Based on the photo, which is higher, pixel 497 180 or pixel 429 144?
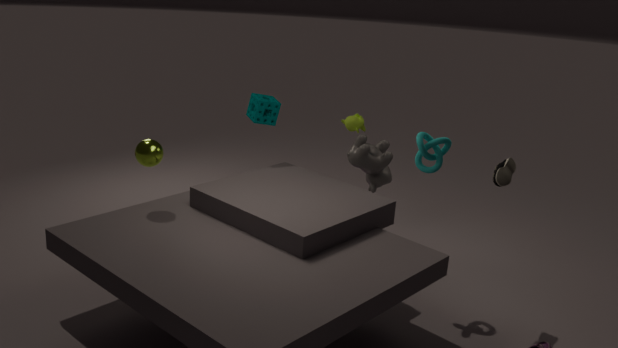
pixel 429 144
